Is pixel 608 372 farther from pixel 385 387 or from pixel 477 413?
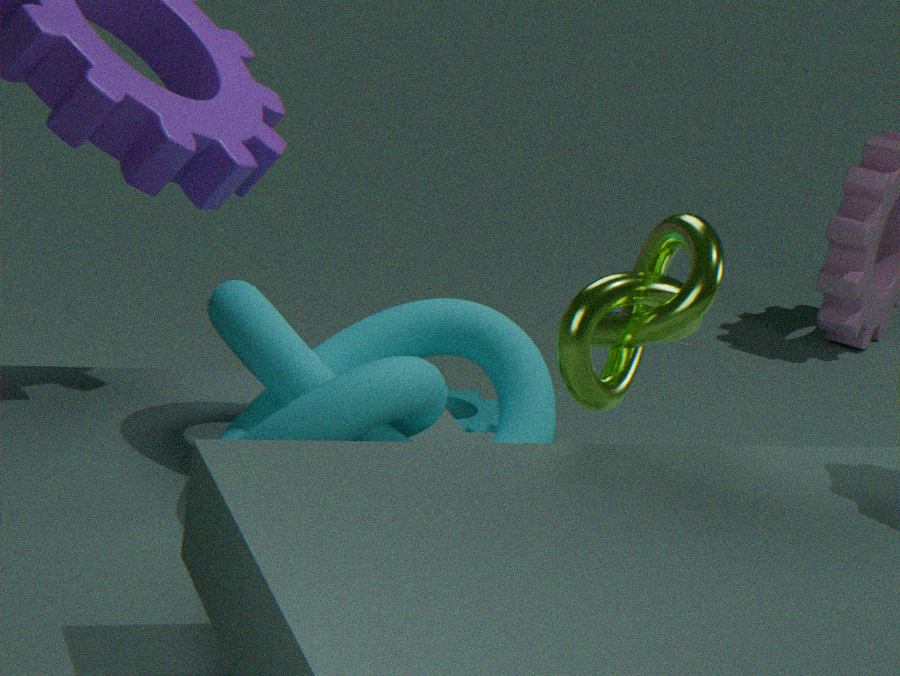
pixel 477 413
